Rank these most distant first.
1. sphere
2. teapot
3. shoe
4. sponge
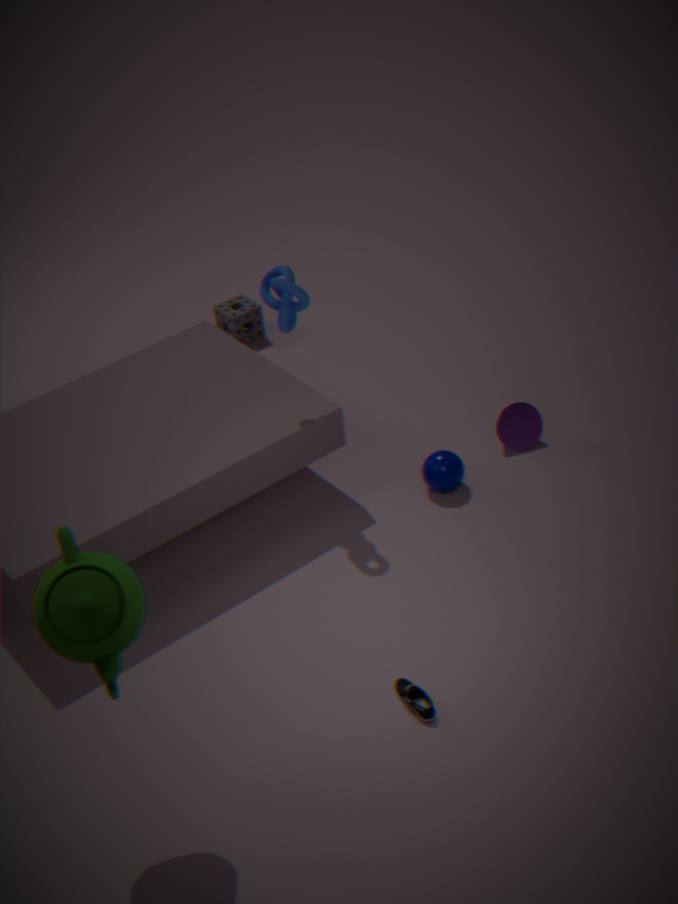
1. sponge
2. sphere
3. shoe
4. teapot
